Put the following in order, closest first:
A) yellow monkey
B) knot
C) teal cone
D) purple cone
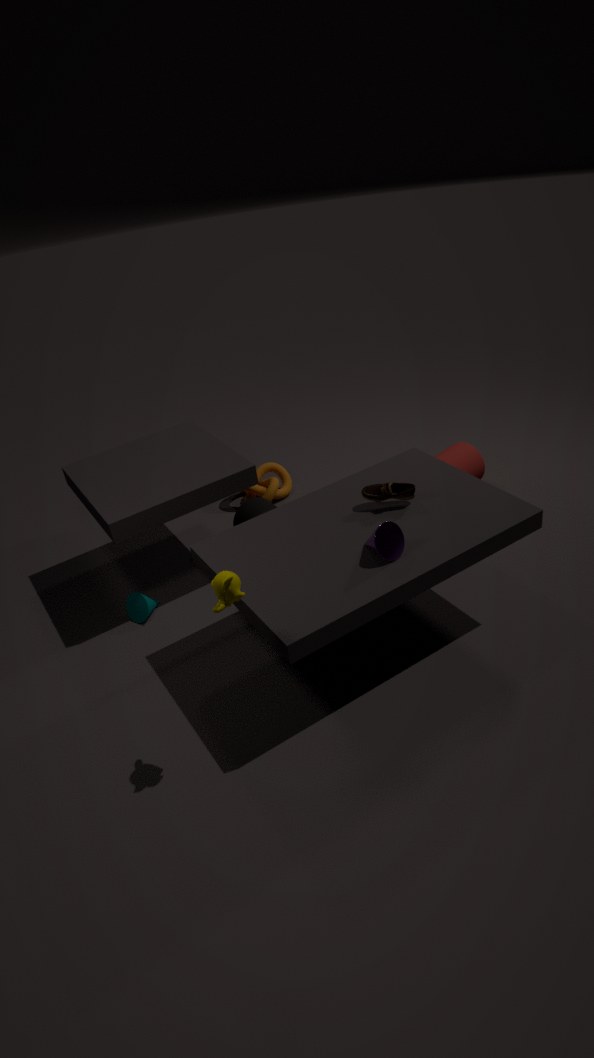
yellow monkey
purple cone
teal cone
knot
